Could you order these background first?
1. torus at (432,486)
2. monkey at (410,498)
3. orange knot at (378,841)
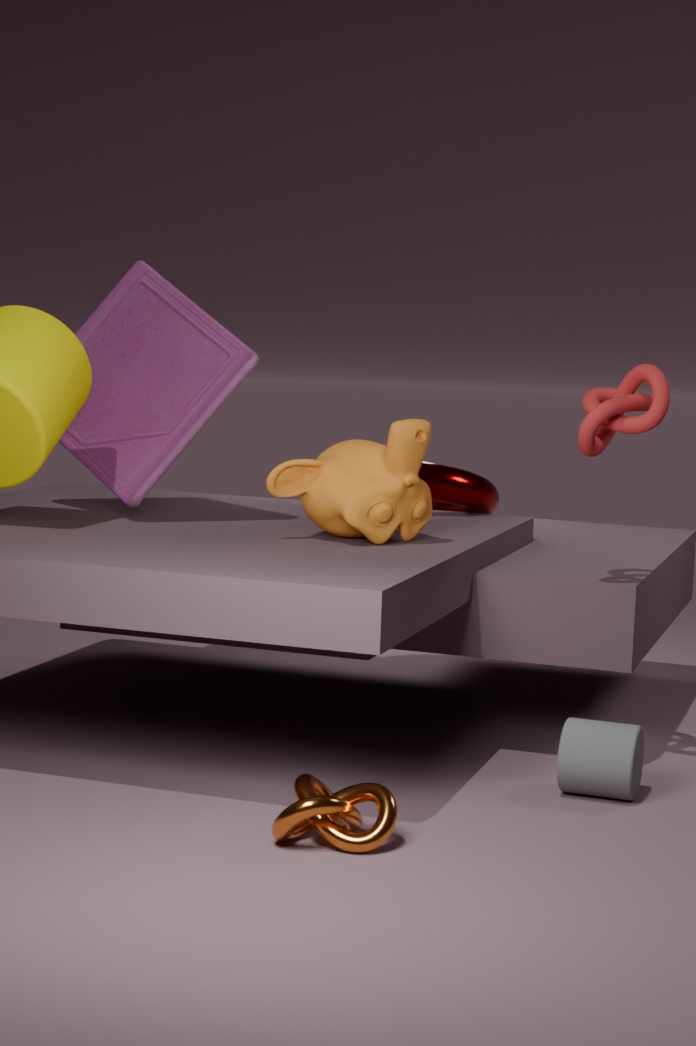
torus at (432,486) < monkey at (410,498) < orange knot at (378,841)
